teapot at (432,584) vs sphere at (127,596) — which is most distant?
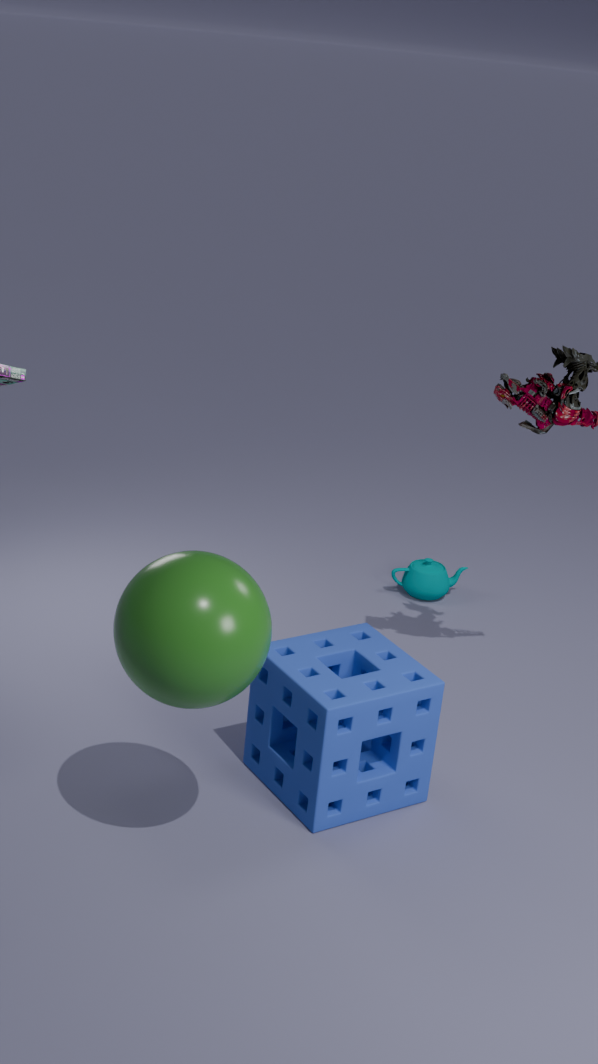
teapot at (432,584)
